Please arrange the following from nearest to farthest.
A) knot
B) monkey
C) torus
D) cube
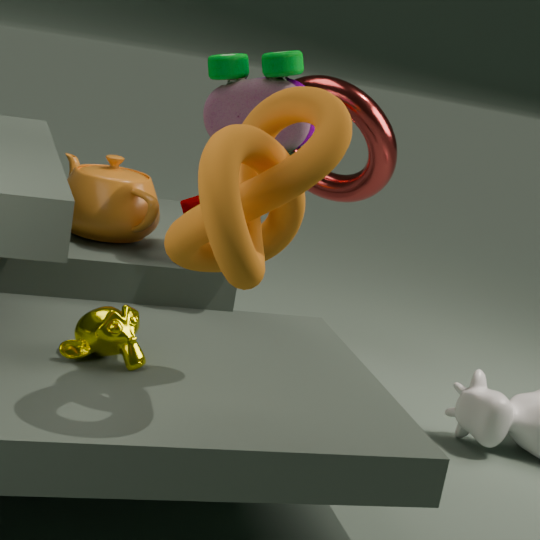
A. knot
B. monkey
D. cube
C. torus
